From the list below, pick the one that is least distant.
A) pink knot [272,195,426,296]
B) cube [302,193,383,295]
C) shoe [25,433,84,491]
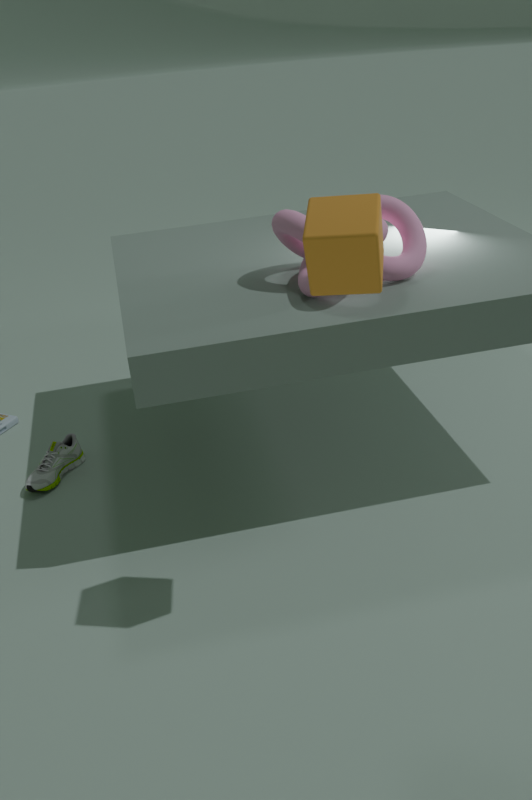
cube [302,193,383,295]
